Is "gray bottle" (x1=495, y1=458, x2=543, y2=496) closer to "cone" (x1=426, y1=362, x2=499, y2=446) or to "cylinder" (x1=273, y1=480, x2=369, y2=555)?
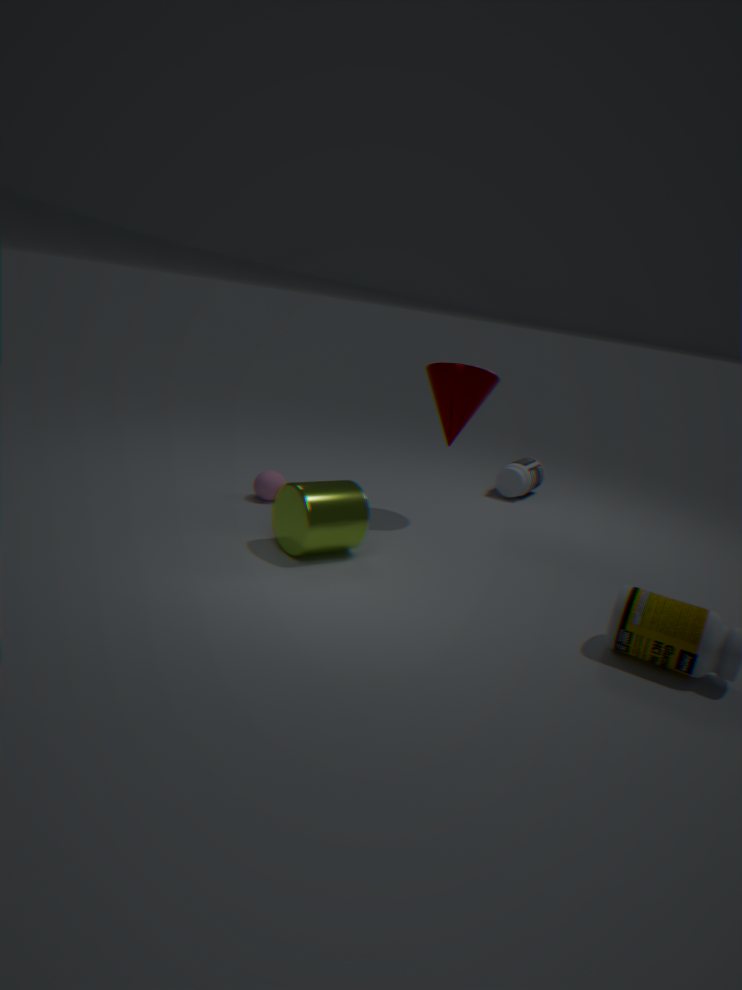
"cone" (x1=426, y1=362, x2=499, y2=446)
